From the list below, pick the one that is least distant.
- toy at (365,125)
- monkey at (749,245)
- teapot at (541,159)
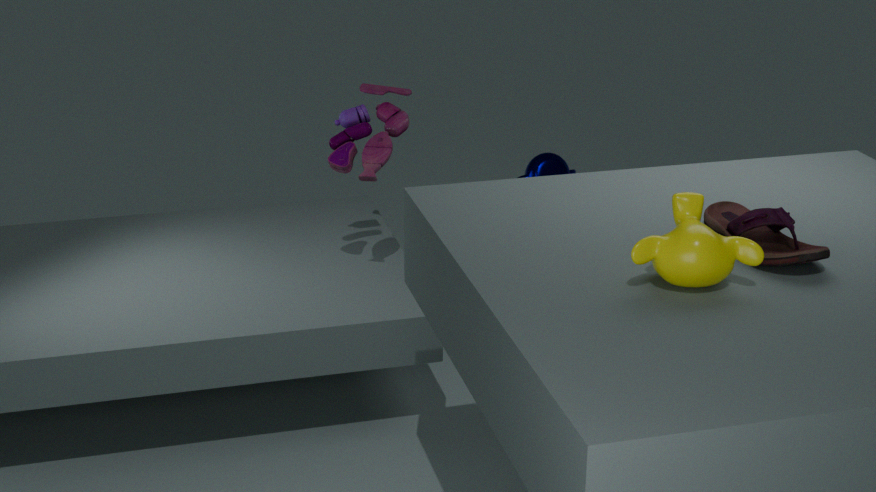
monkey at (749,245)
